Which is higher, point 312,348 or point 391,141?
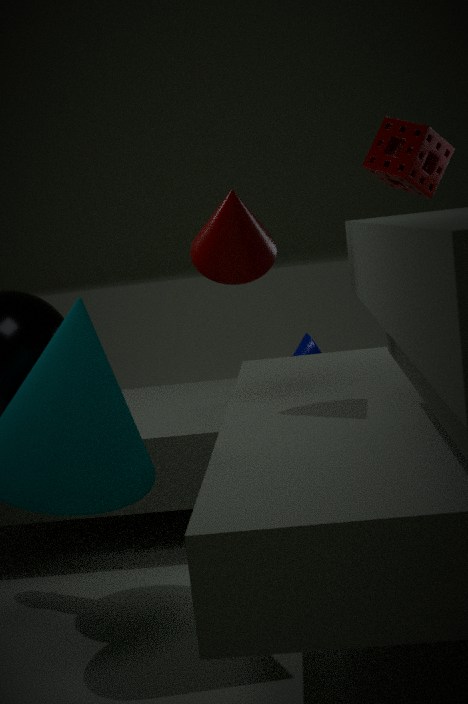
point 391,141
